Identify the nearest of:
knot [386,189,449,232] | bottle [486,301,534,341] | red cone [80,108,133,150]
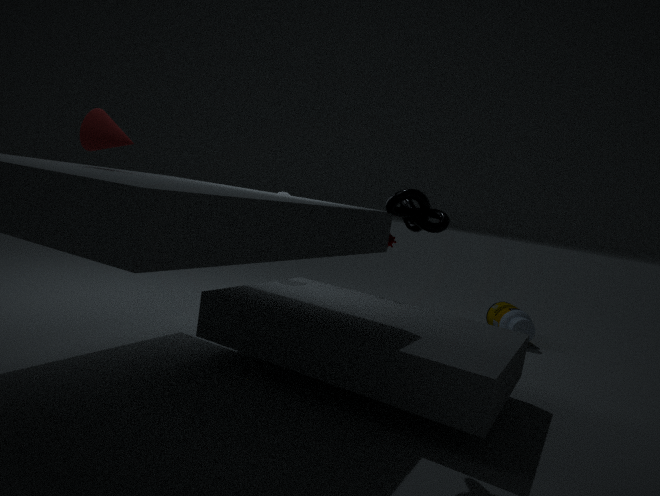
knot [386,189,449,232]
